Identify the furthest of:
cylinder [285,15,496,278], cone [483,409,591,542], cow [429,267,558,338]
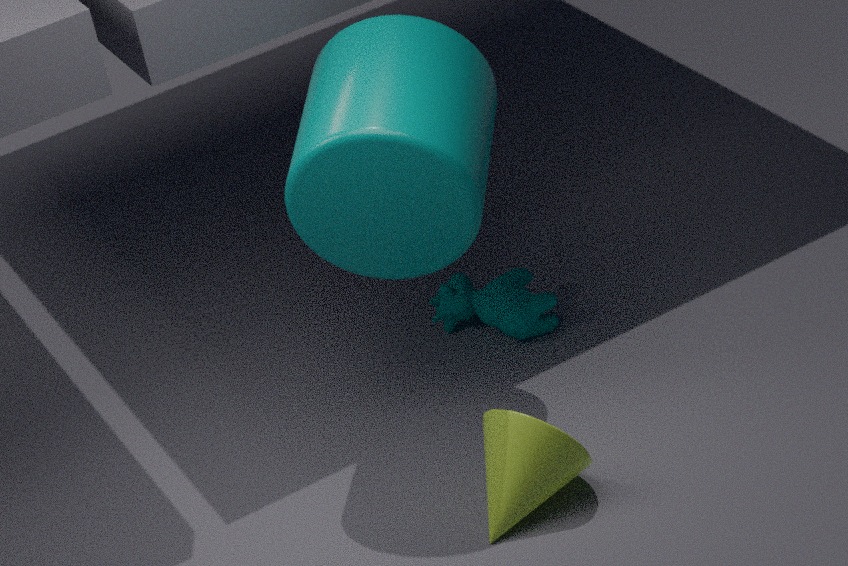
cow [429,267,558,338]
